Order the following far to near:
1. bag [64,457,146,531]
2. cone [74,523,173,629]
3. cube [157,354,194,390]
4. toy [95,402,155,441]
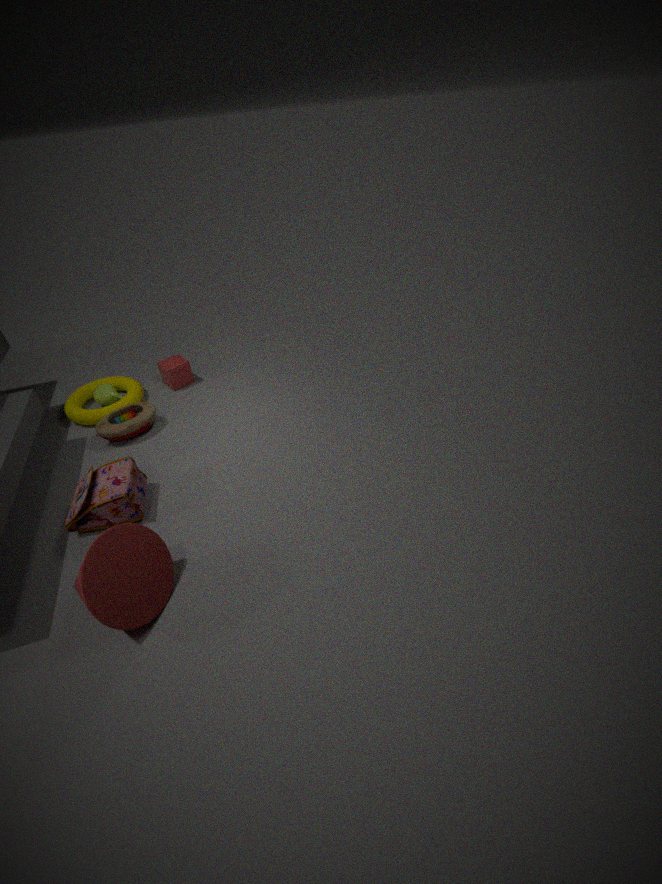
cube [157,354,194,390] → toy [95,402,155,441] → bag [64,457,146,531] → cone [74,523,173,629]
